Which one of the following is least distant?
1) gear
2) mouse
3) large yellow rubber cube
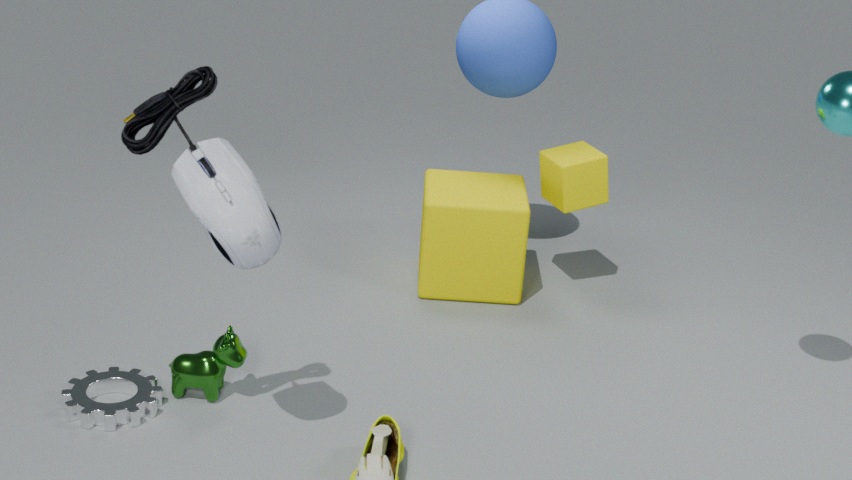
2. mouse
